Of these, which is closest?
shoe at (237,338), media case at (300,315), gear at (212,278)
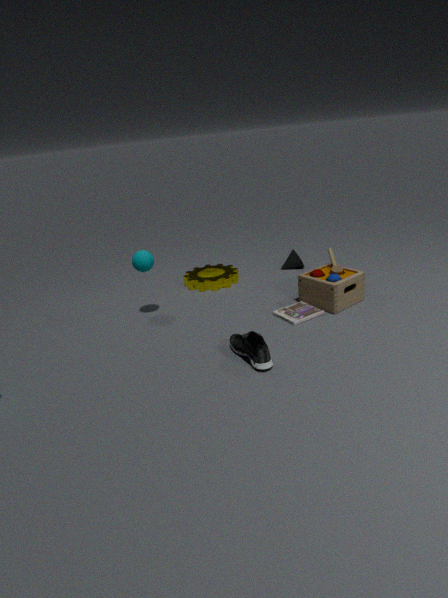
shoe at (237,338)
